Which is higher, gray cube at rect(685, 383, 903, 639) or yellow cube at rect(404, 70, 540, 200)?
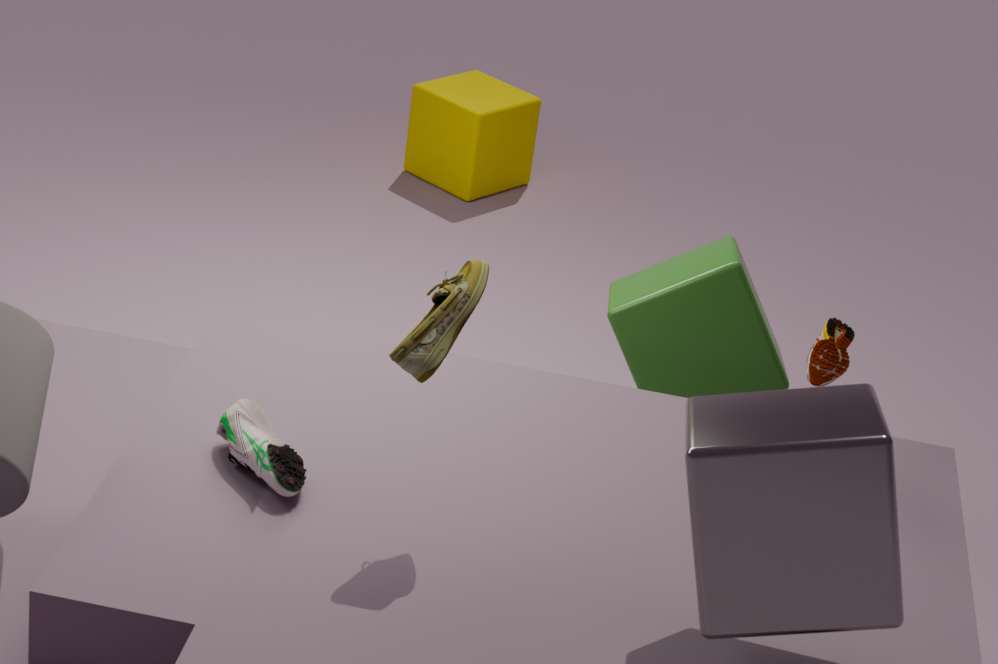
gray cube at rect(685, 383, 903, 639)
